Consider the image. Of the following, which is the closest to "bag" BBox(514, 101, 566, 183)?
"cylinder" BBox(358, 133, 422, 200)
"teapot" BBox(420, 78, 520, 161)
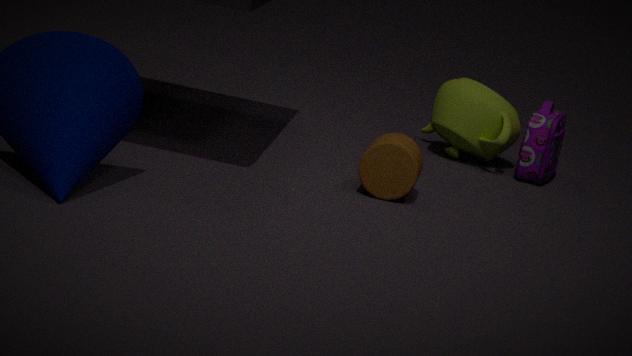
"teapot" BBox(420, 78, 520, 161)
